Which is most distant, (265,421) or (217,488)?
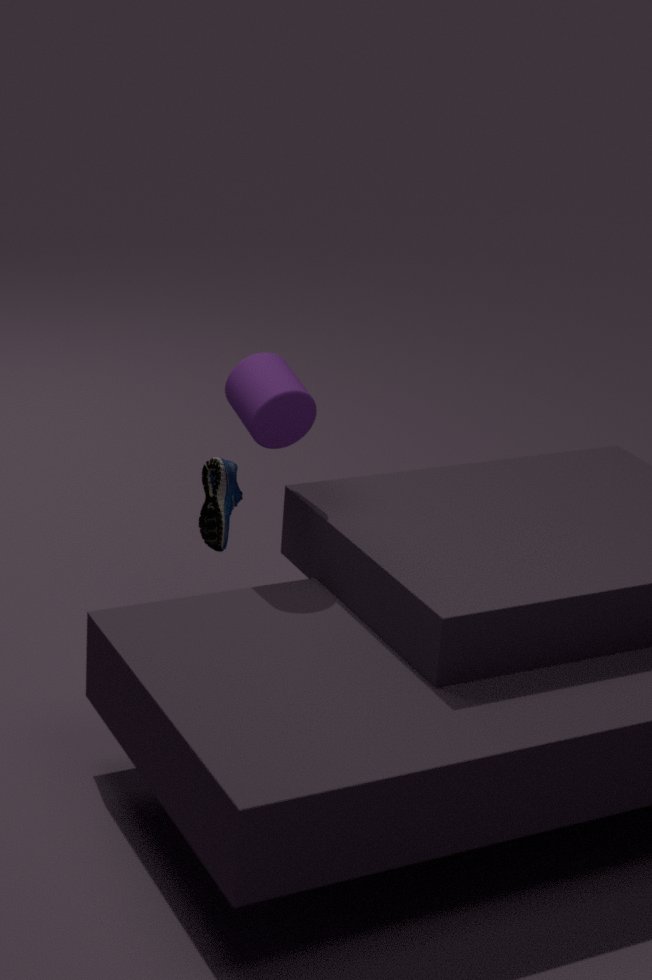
(217,488)
